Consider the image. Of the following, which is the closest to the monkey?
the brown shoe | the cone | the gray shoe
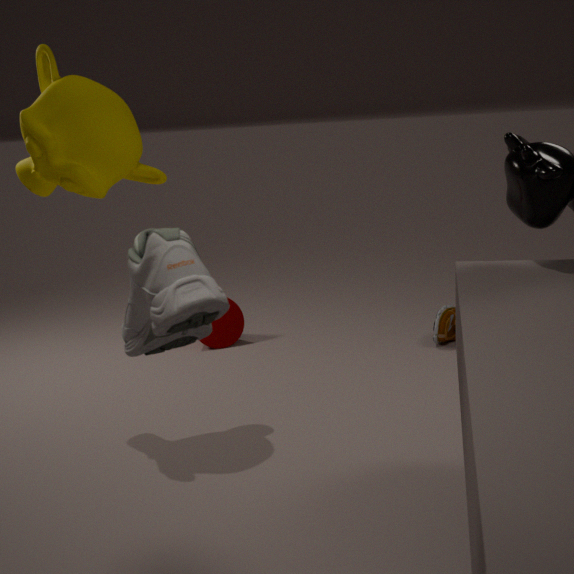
the cone
